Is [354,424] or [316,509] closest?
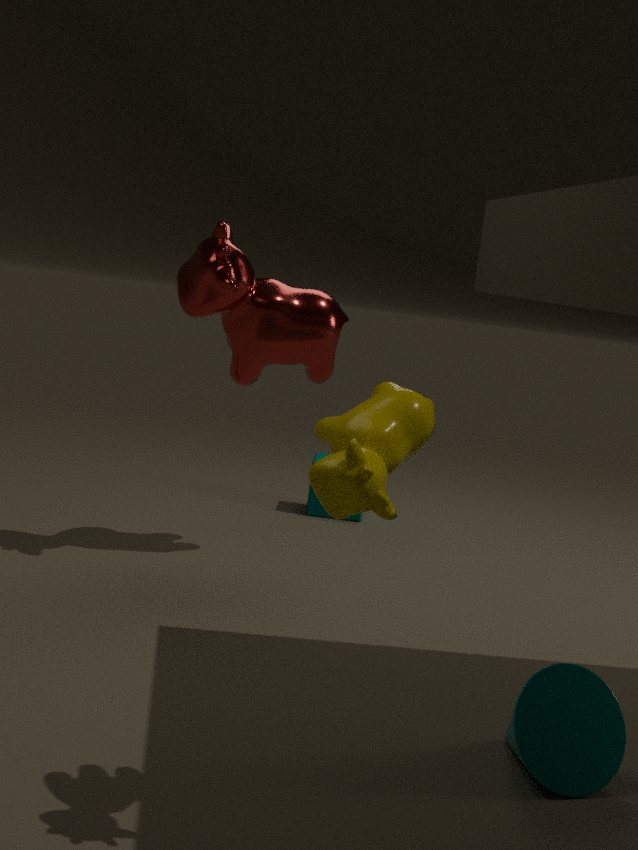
[354,424]
